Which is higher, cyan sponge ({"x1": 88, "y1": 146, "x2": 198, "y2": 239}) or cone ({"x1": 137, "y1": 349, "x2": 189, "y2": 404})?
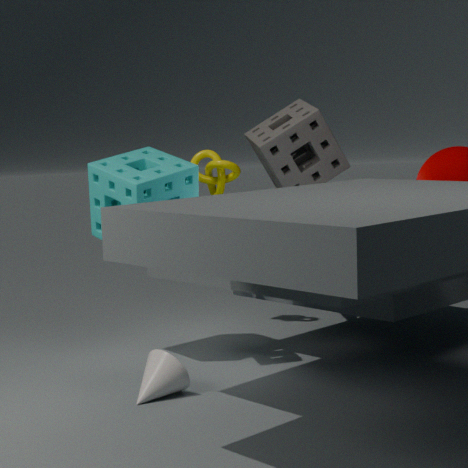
cyan sponge ({"x1": 88, "y1": 146, "x2": 198, "y2": 239})
